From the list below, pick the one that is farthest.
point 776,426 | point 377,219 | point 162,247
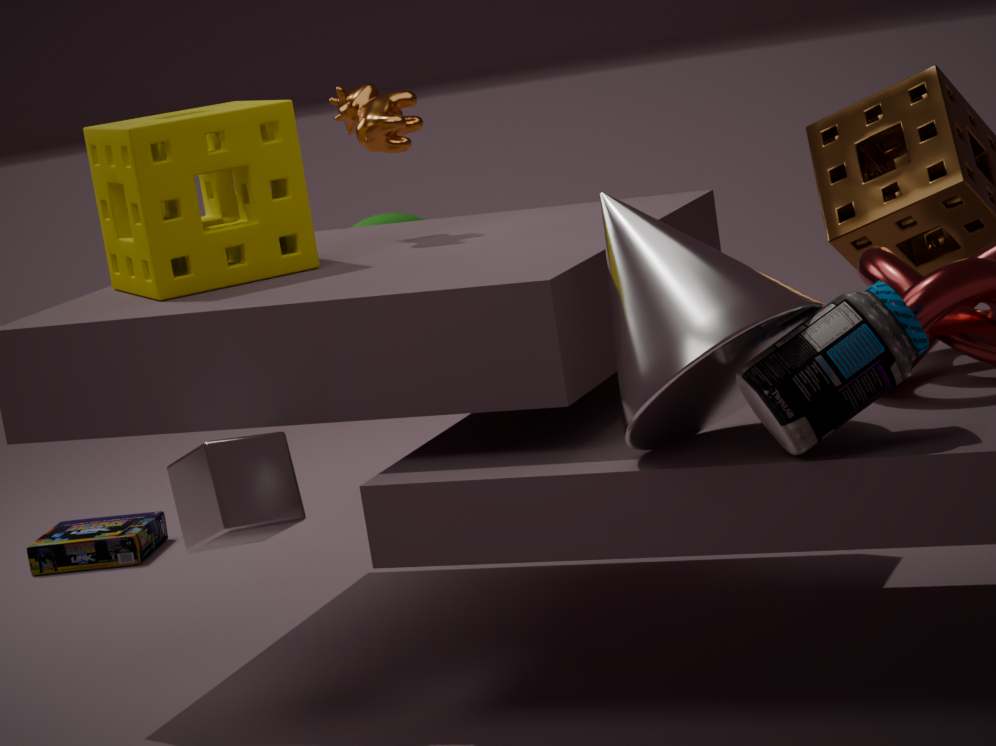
point 377,219
